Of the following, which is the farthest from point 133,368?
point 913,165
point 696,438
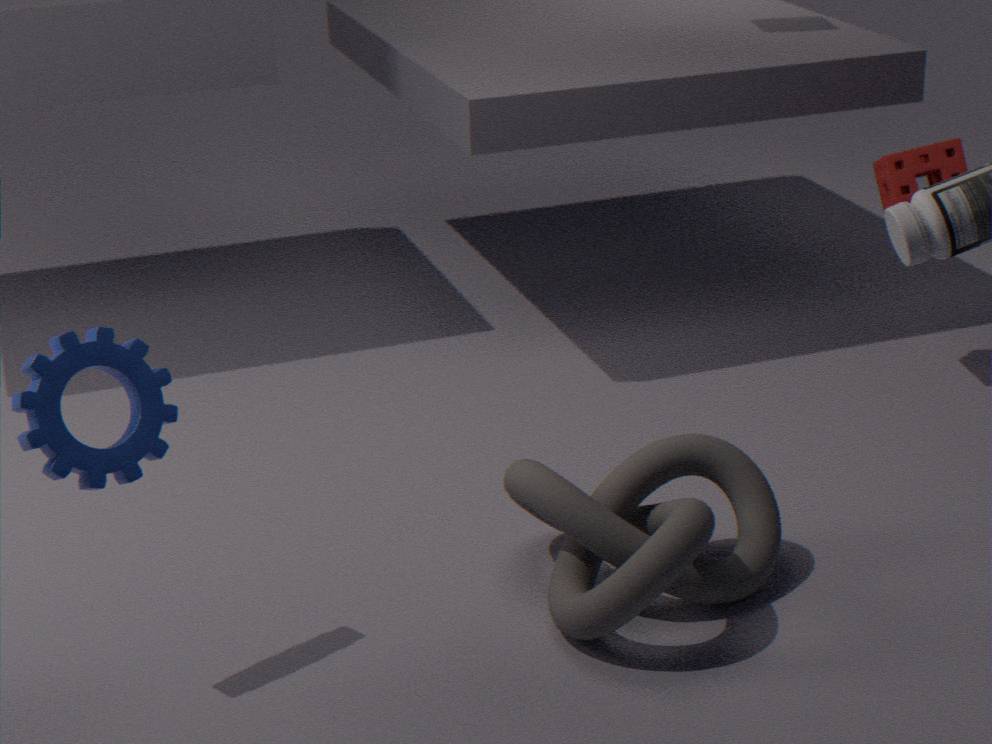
point 913,165
